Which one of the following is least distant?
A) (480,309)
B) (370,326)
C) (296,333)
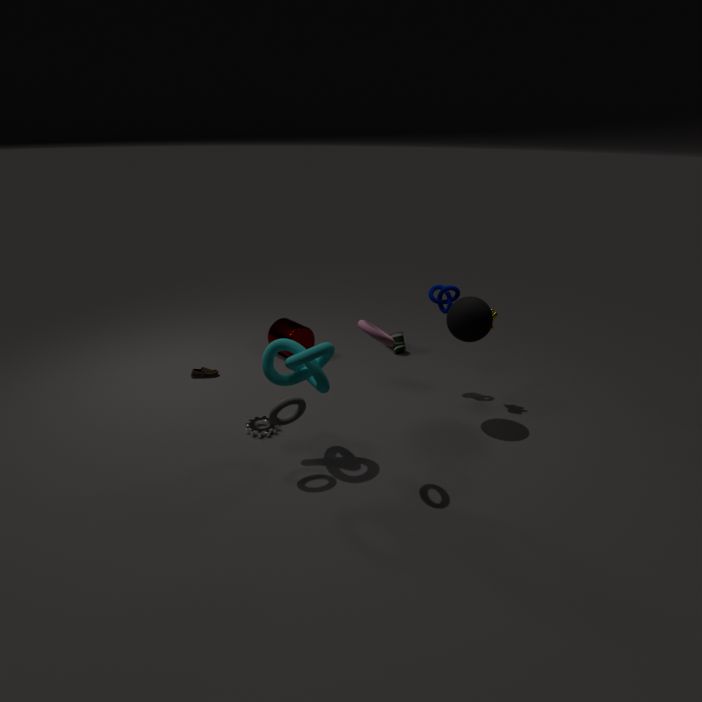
(370,326)
